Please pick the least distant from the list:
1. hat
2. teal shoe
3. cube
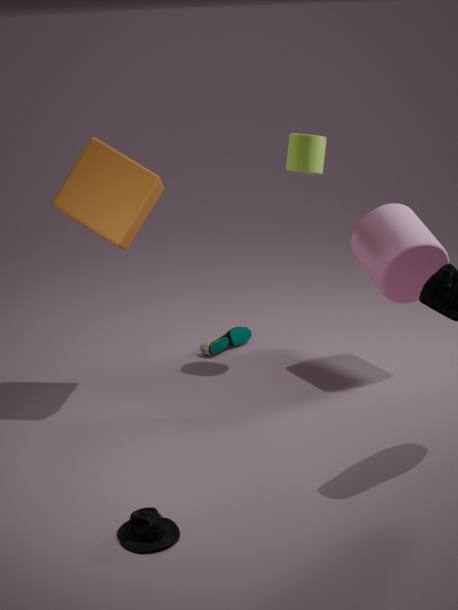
hat
